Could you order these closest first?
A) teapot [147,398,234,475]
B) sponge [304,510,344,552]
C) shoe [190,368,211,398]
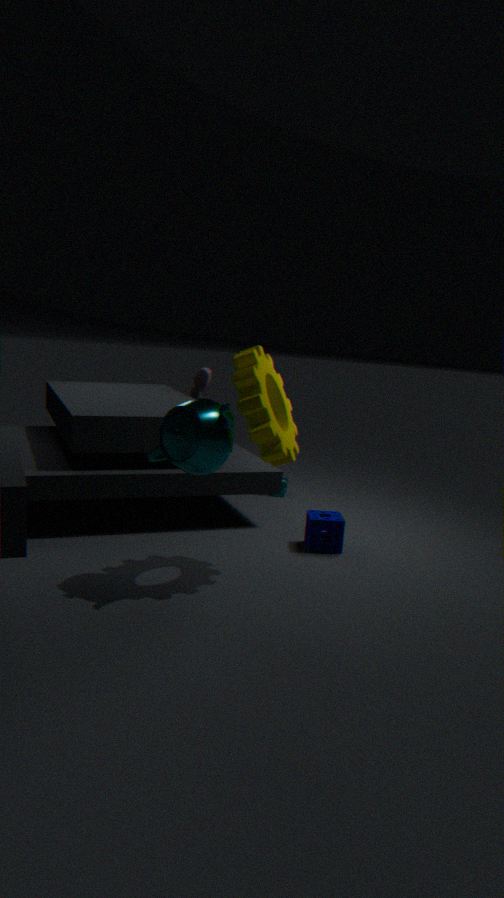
teapot [147,398,234,475] < sponge [304,510,344,552] < shoe [190,368,211,398]
